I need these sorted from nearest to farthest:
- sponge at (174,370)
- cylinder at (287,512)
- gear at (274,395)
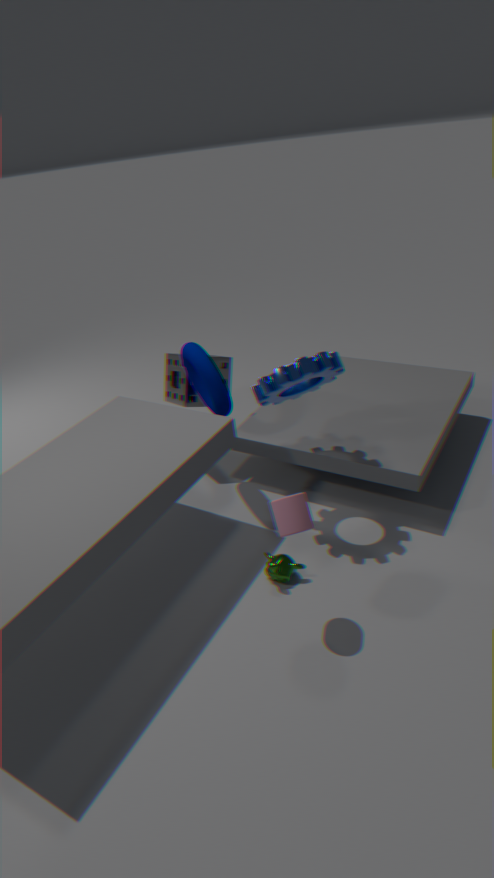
cylinder at (287,512) < gear at (274,395) < sponge at (174,370)
